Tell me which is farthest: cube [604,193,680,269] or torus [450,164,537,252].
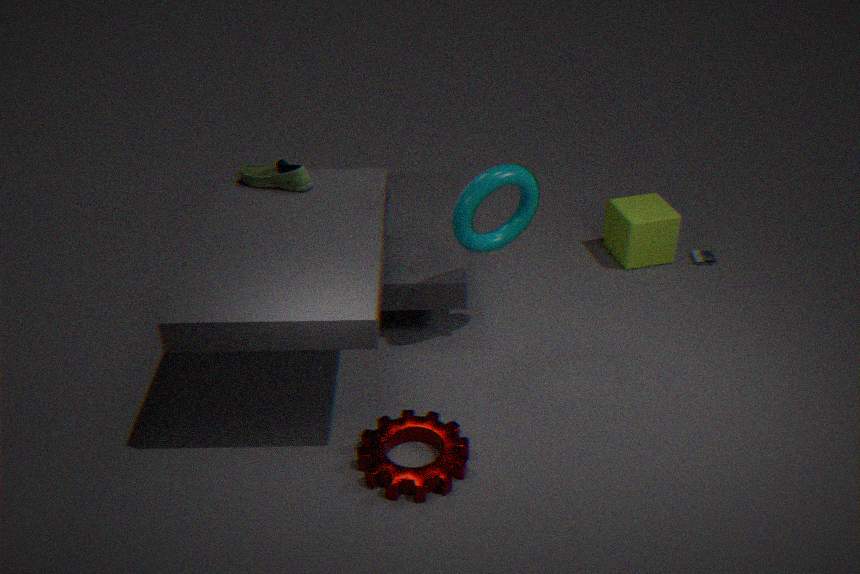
cube [604,193,680,269]
